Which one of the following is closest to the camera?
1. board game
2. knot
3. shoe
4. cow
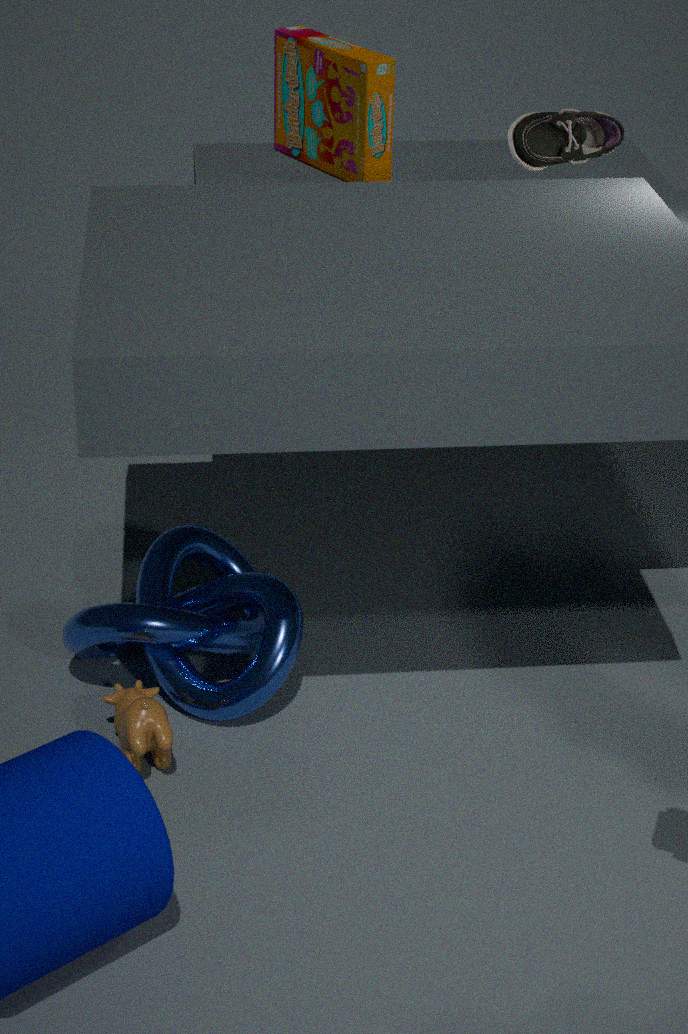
cow
